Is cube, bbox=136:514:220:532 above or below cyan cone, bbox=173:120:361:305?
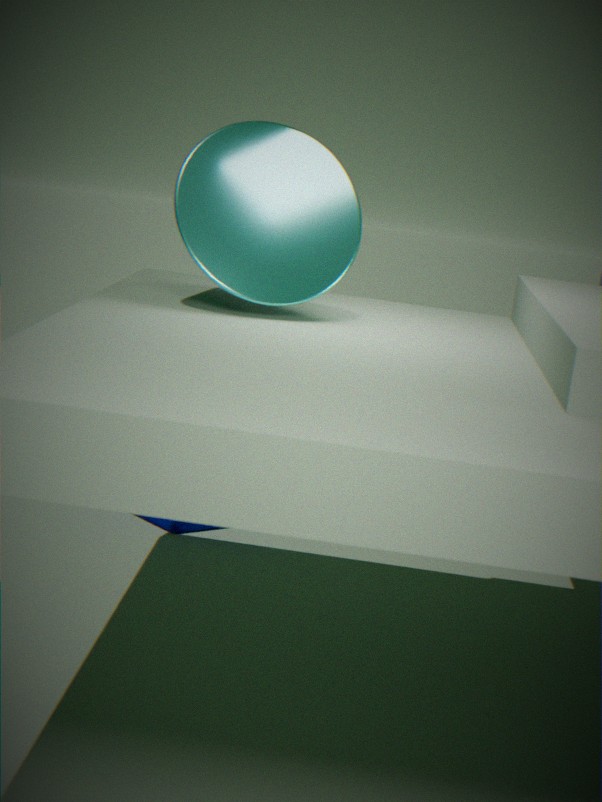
below
